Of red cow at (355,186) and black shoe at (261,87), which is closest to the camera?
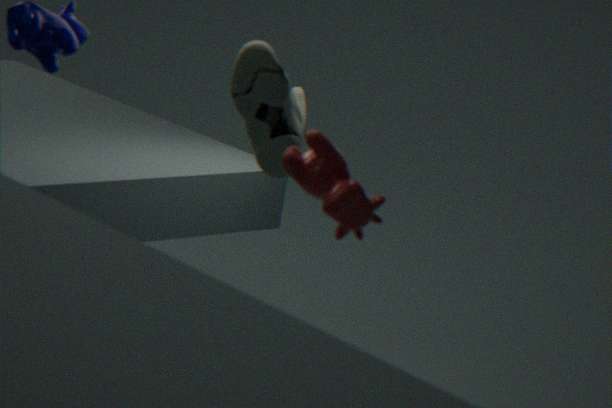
red cow at (355,186)
